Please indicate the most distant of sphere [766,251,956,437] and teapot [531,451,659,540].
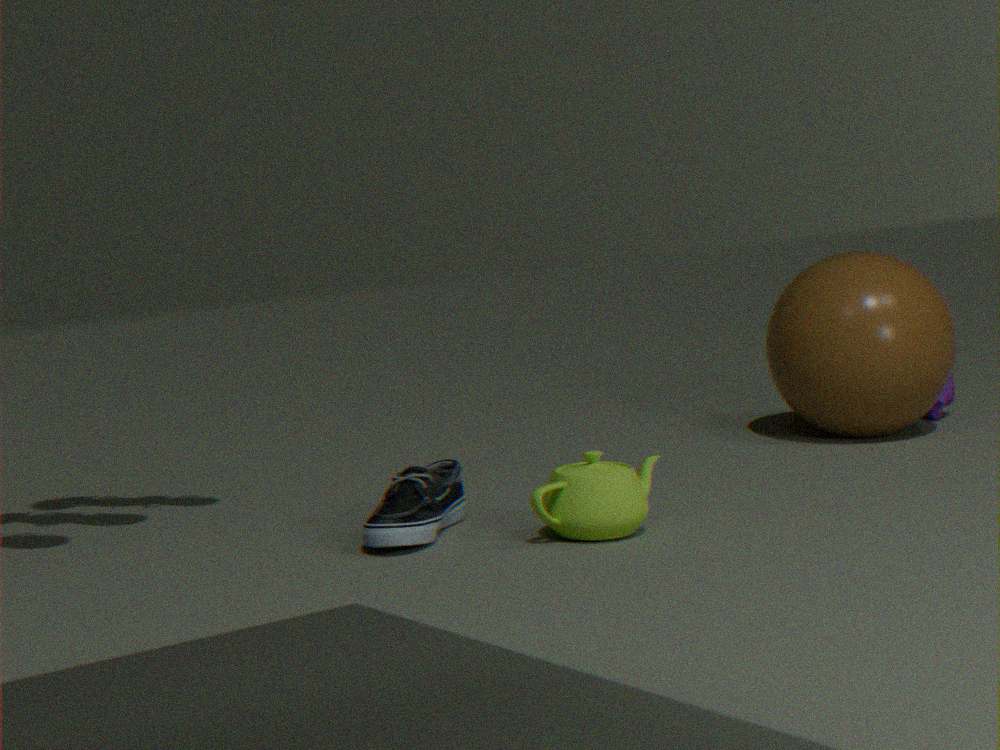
sphere [766,251,956,437]
